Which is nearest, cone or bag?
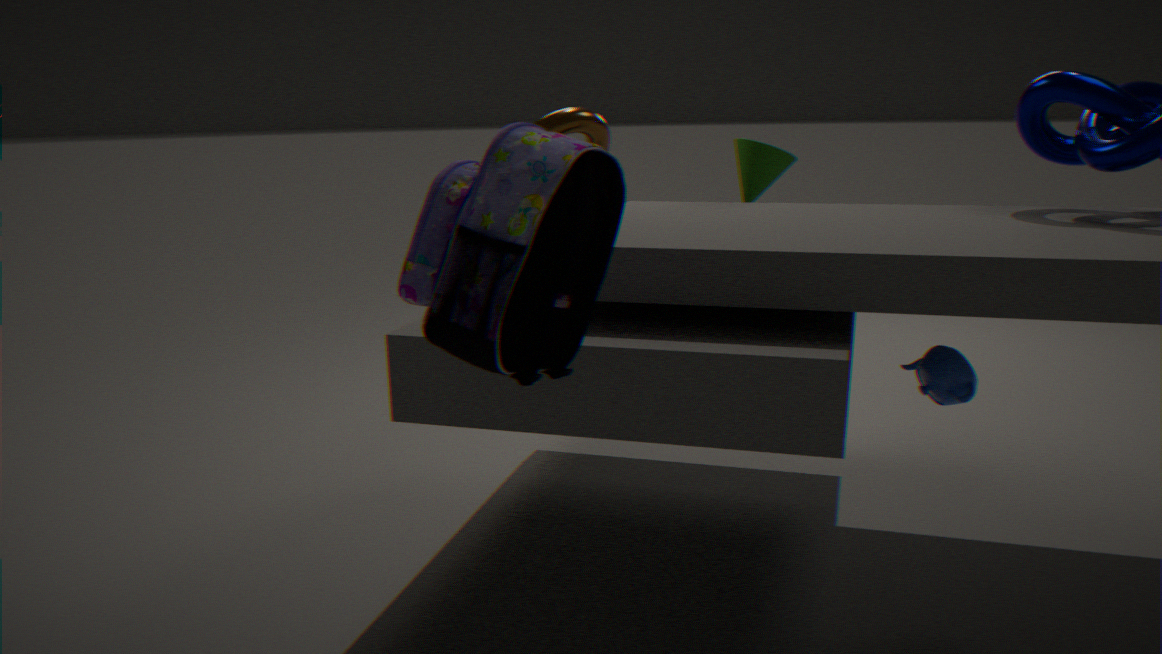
bag
